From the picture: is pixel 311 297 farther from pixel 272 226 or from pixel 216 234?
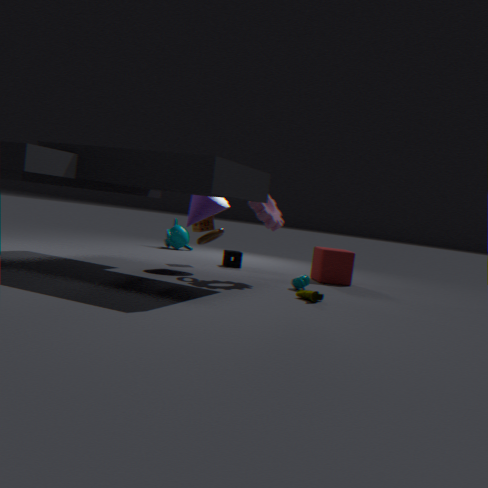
pixel 216 234
